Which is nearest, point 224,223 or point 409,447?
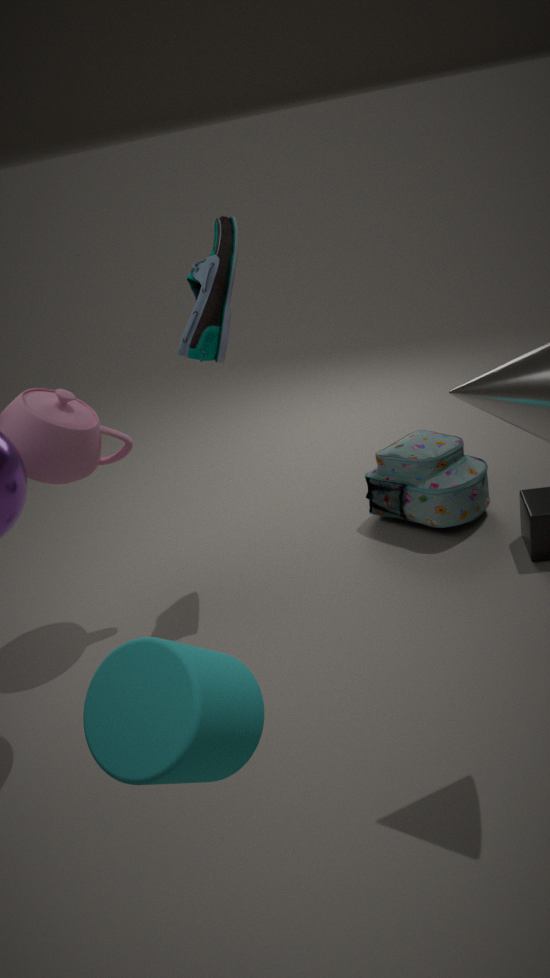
point 224,223
